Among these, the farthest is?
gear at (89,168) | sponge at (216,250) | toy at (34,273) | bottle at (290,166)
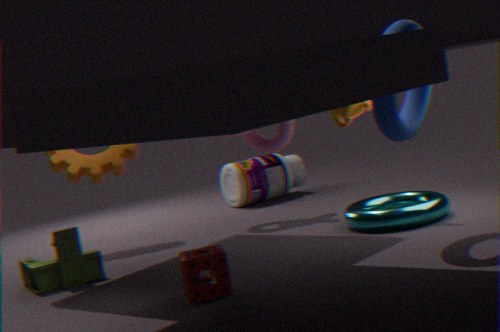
bottle at (290,166)
